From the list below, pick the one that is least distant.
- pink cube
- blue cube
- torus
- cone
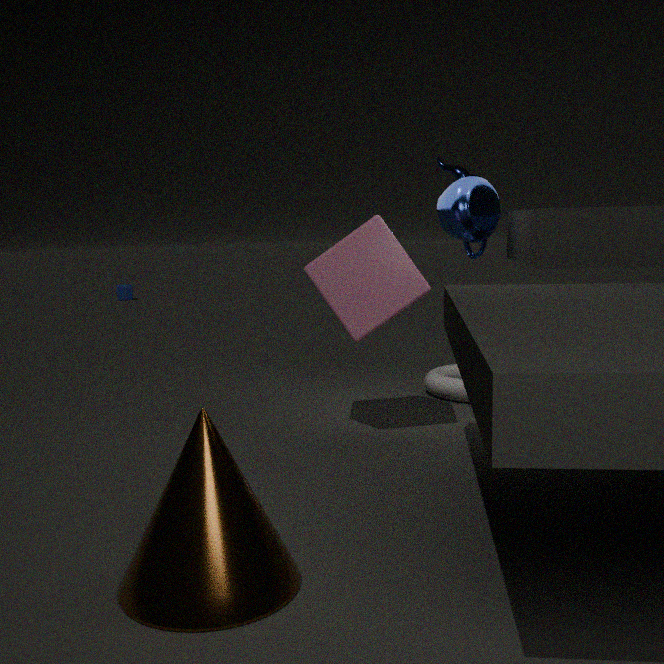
cone
